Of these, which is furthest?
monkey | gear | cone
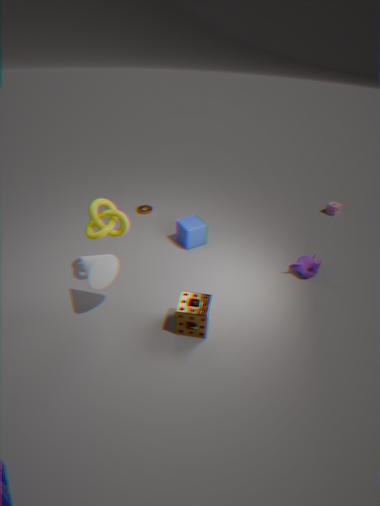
gear
